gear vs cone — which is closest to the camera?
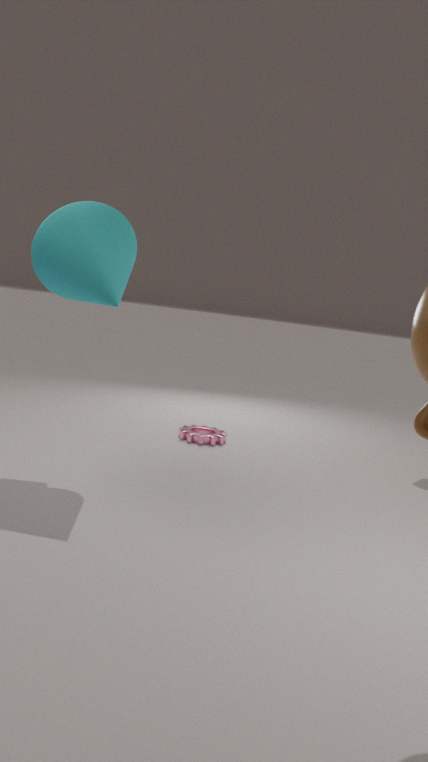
cone
